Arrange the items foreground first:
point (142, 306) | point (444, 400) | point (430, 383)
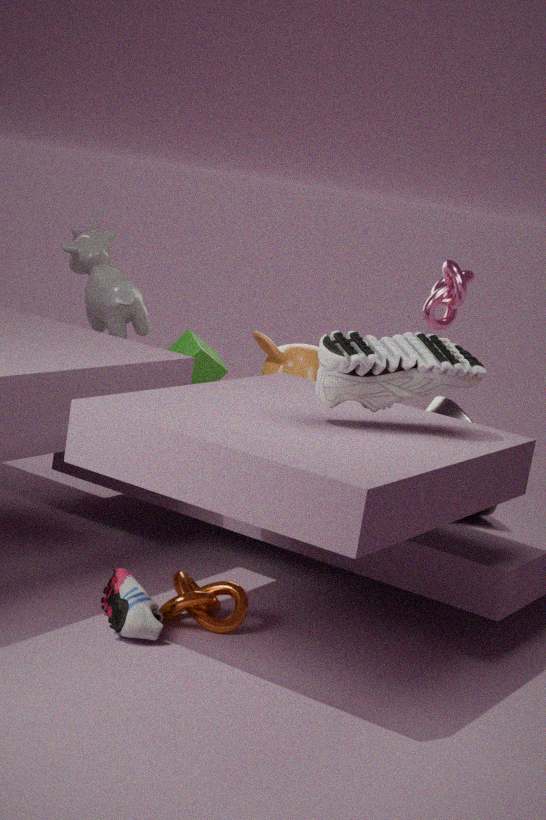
1. point (430, 383)
2. point (444, 400)
3. point (142, 306)
